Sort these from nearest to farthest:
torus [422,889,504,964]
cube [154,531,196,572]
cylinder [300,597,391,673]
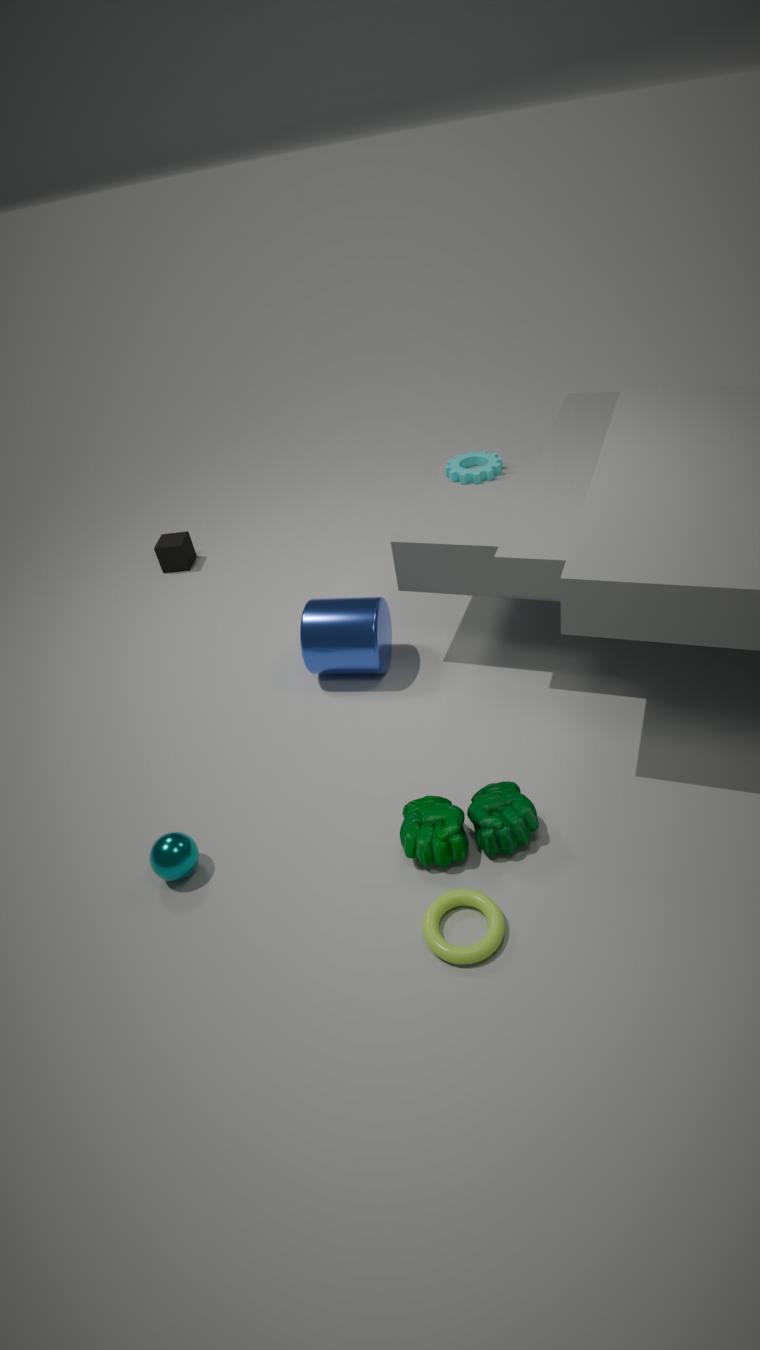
1. torus [422,889,504,964]
2. cylinder [300,597,391,673]
3. cube [154,531,196,572]
